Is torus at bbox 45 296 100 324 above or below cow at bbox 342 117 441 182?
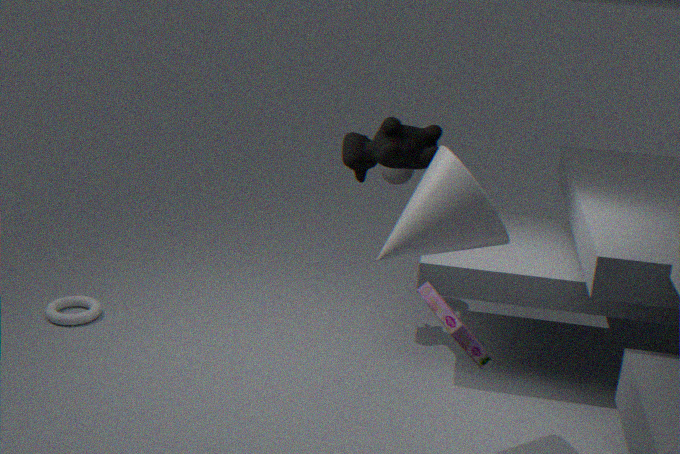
below
